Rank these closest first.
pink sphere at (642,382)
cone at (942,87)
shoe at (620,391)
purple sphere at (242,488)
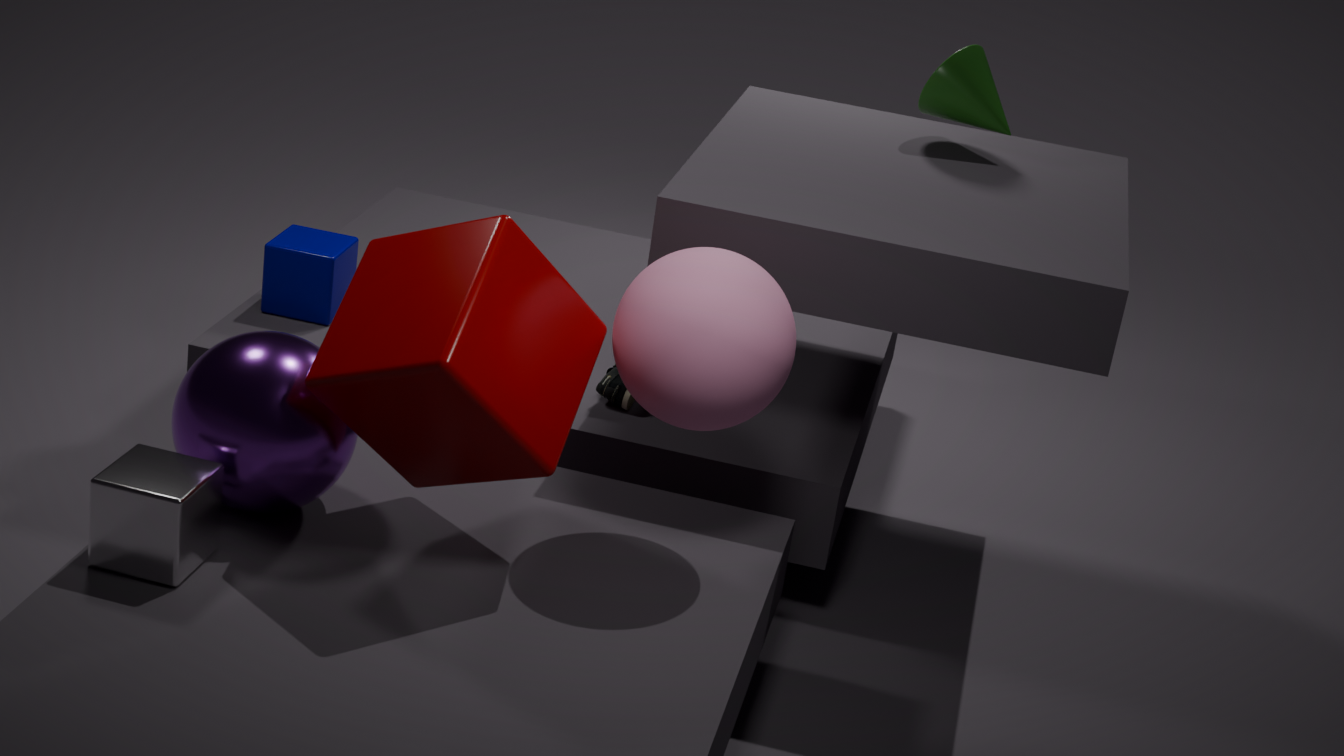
pink sphere at (642,382) < purple sphere at (242,488) < shoe at (620,391) < cone at (942,87)
